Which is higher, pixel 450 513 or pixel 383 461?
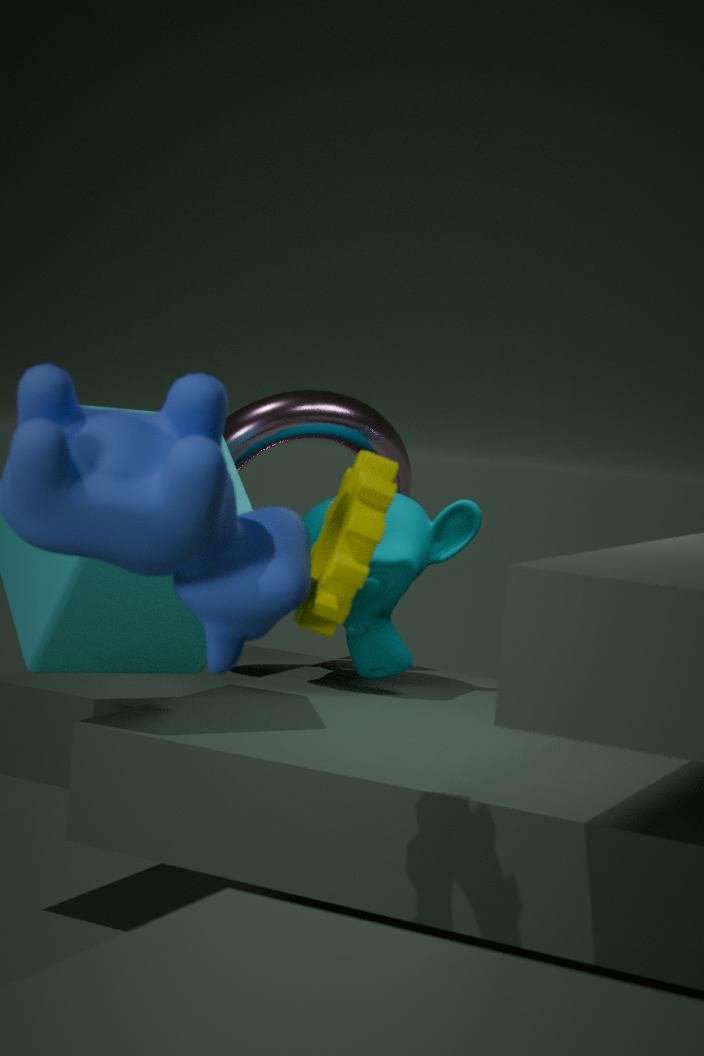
pixel 383 461
